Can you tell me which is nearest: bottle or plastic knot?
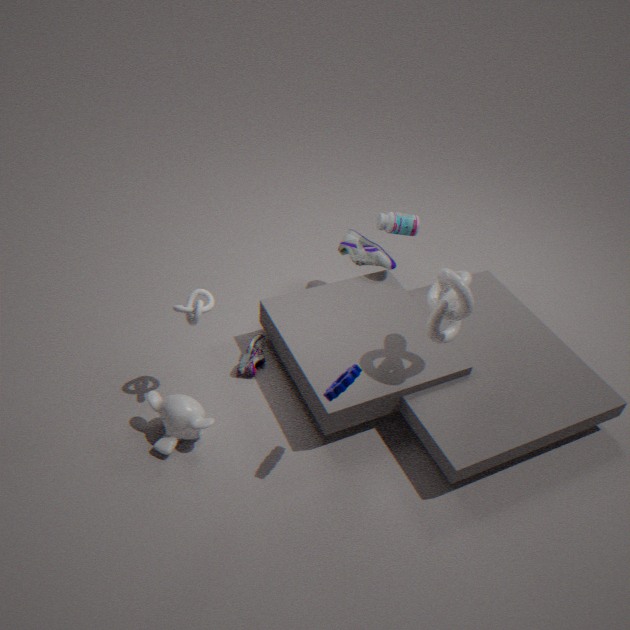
plastic knot
